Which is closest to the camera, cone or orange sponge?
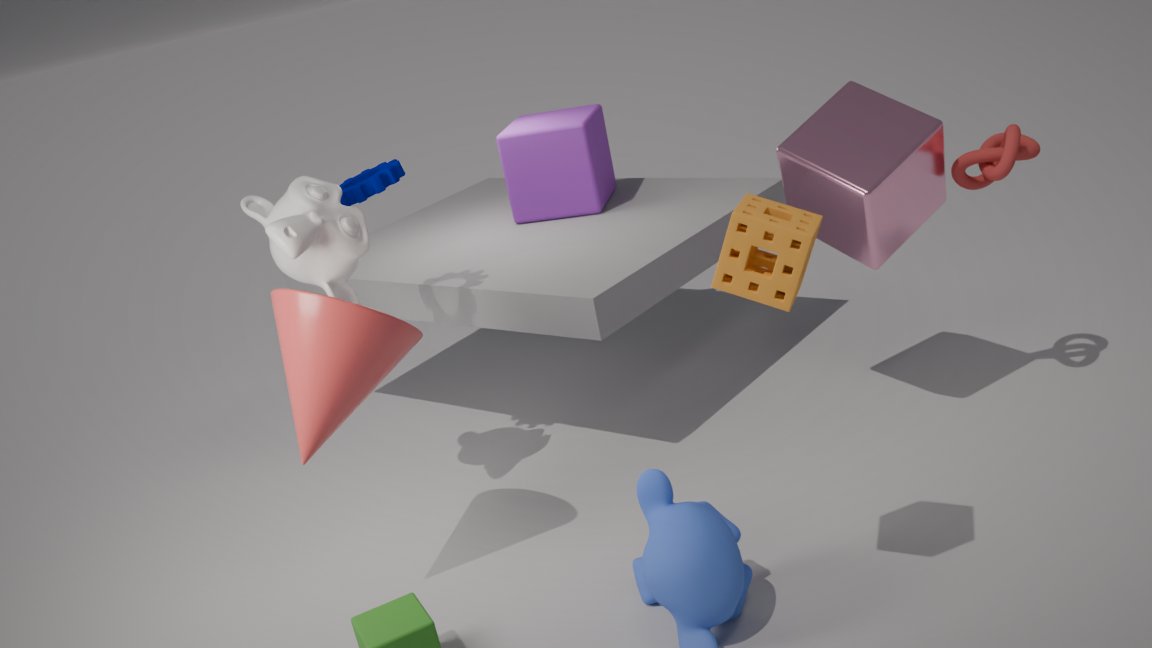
orange sponge
